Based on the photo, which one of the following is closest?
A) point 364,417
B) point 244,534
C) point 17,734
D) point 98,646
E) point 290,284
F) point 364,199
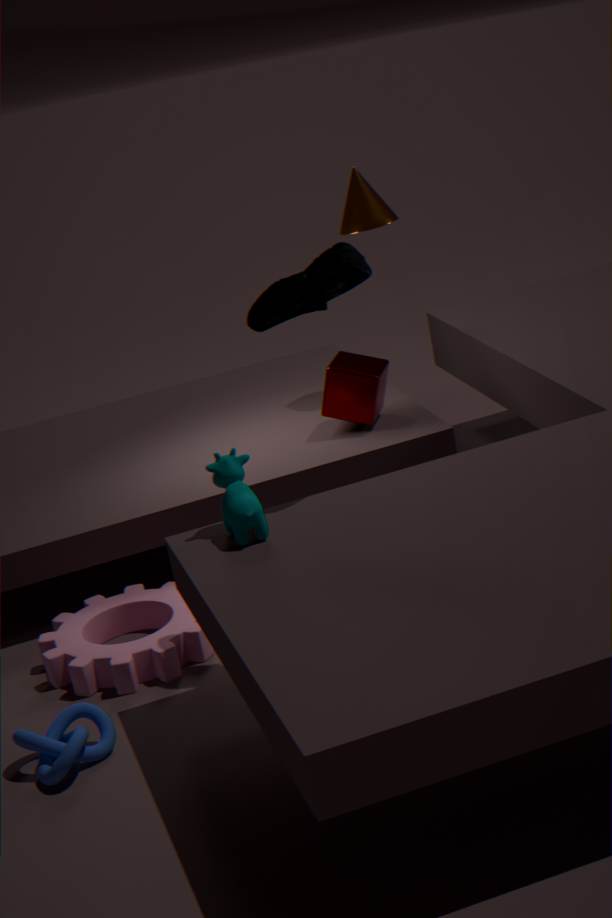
B. point 244,534
